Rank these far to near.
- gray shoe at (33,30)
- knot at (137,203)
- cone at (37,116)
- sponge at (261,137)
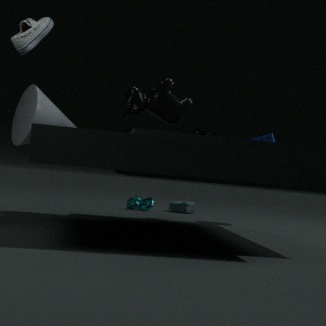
knot at (137,203) → sponge at (261,137) → cone at (37,116) → gray shoe at (33,30)
